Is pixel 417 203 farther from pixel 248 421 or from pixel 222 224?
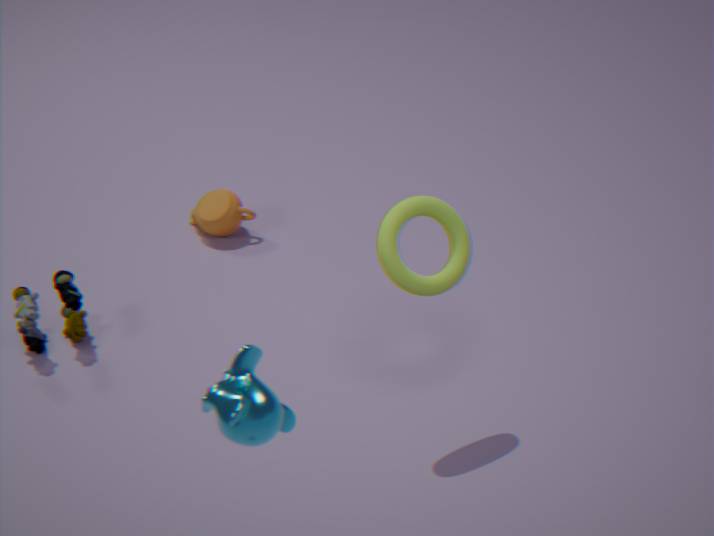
pixel 222 224
